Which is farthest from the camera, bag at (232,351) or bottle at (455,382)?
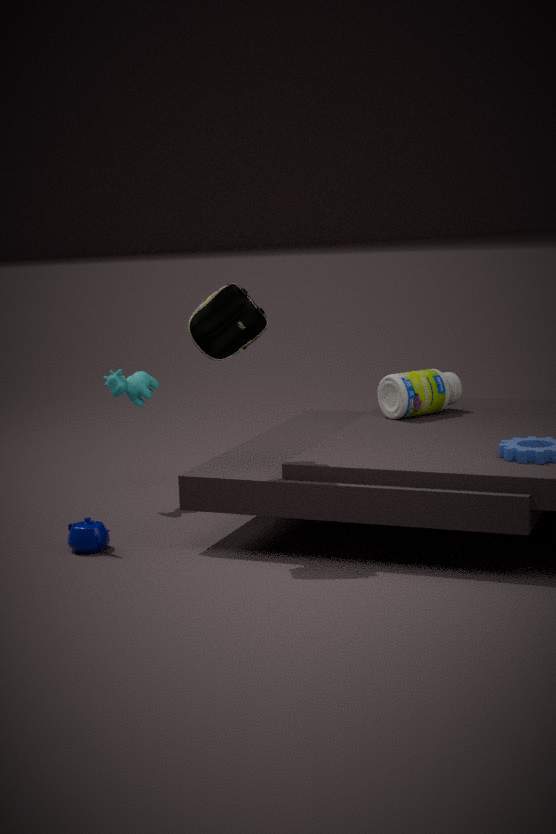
bottle at (455,382)
